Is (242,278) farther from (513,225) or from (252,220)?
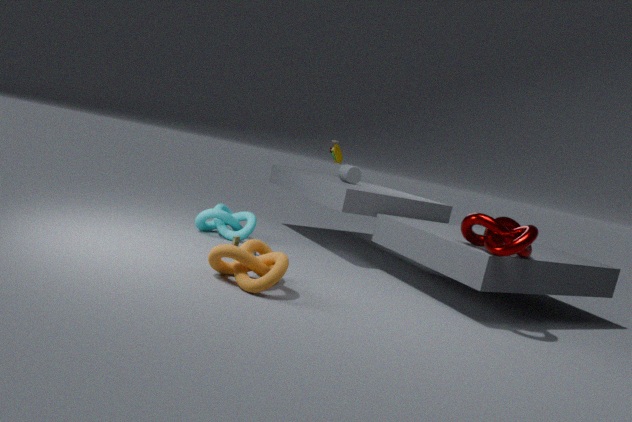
(513,225)
